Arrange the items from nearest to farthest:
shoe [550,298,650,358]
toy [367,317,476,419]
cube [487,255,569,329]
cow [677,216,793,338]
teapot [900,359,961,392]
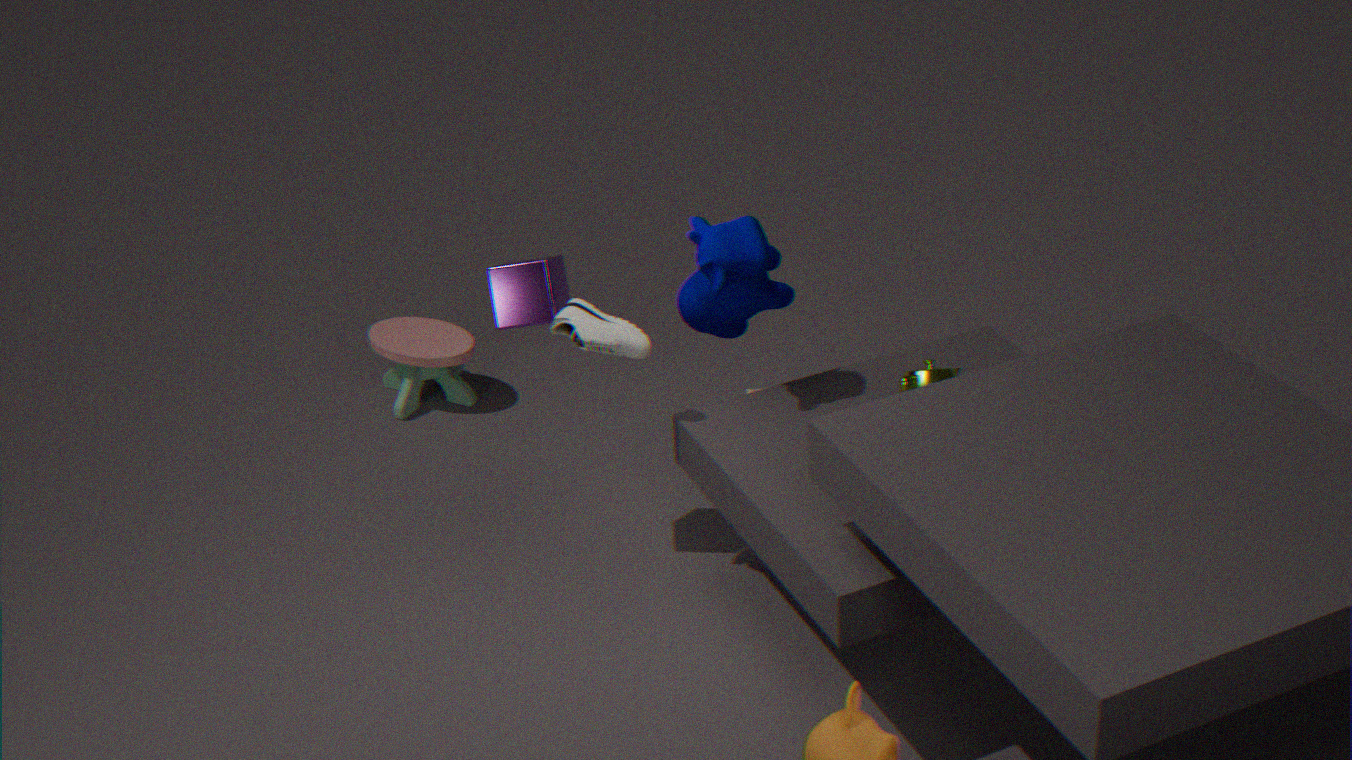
teapot [900,359,961,392]
cow [677,216,793,338]
shoe [550,298,650,358]
cube [487,255,569,329]
toy [367,317,476,419]
